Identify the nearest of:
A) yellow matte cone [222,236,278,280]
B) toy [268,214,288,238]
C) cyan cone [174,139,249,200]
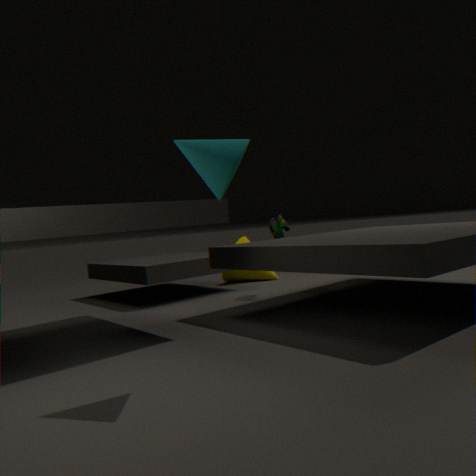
cyan cone [174,139,249,200]
